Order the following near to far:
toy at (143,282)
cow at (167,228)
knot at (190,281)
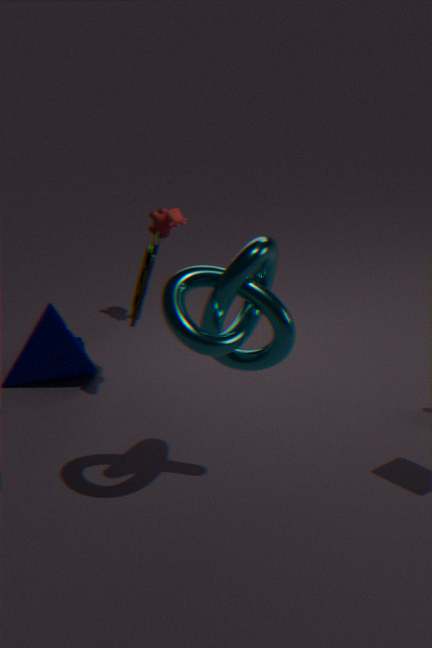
knot at (190,281)
toy at (143,282)
cow at (167,228)
